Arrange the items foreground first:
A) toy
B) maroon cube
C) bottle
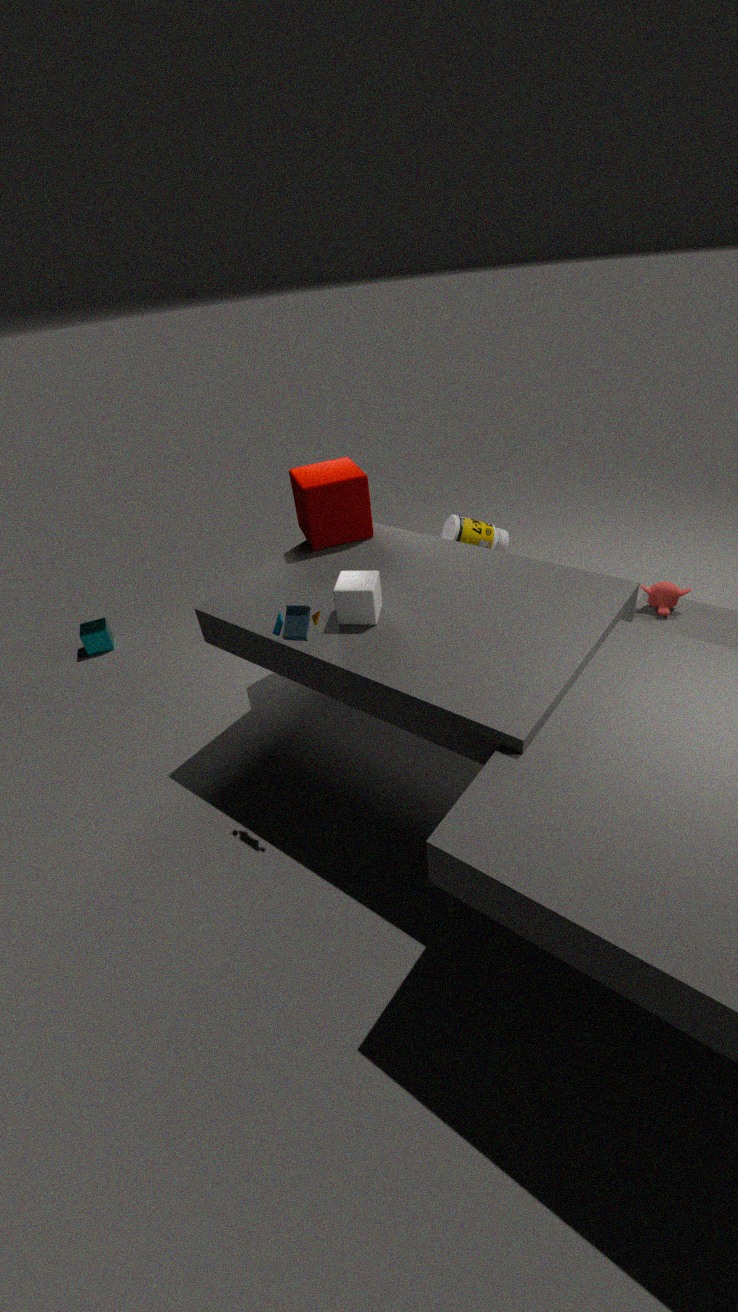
toy
maroon cube
bottle
